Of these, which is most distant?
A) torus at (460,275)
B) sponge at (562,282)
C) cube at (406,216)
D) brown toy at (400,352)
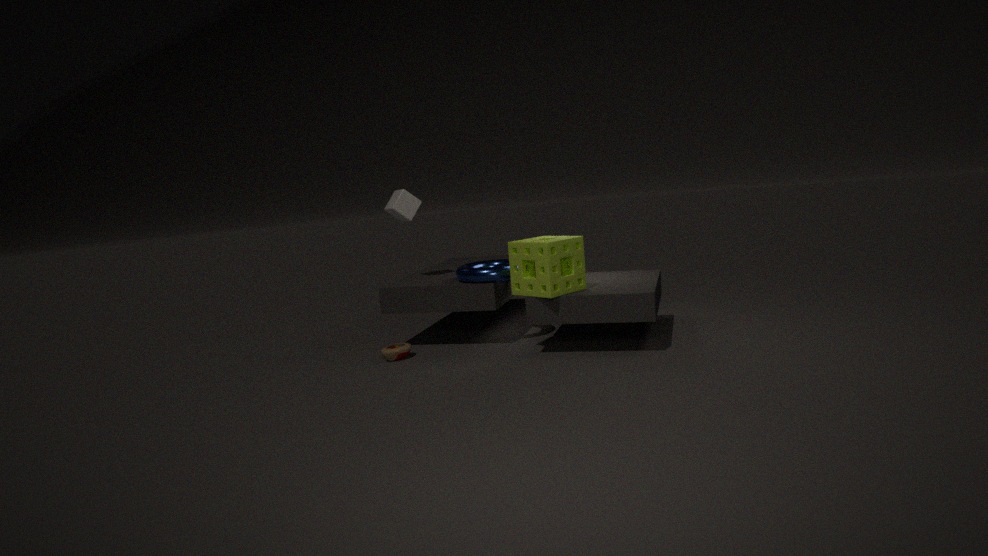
cube at (406,216)
